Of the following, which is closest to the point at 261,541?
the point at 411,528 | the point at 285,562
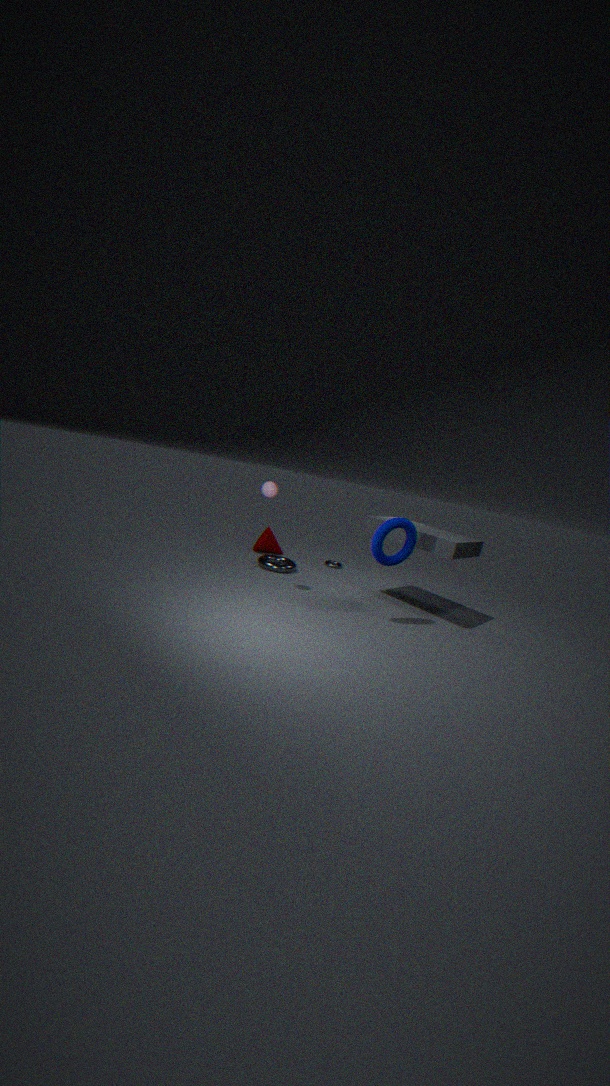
the point at 285,562
